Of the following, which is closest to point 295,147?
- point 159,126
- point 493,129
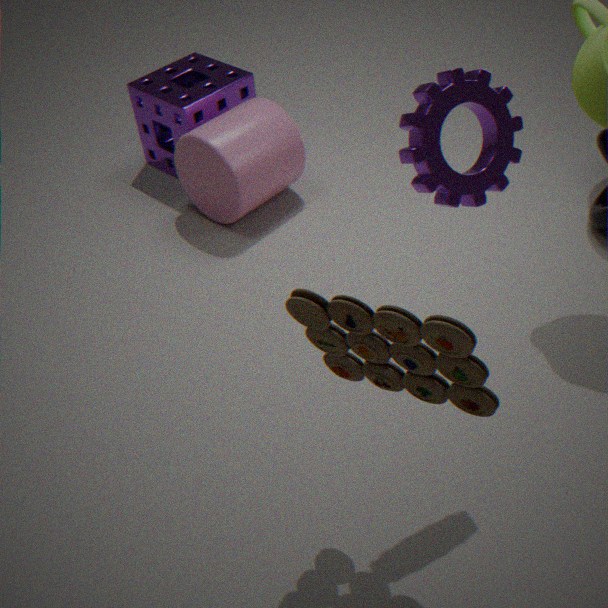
point 159,126
